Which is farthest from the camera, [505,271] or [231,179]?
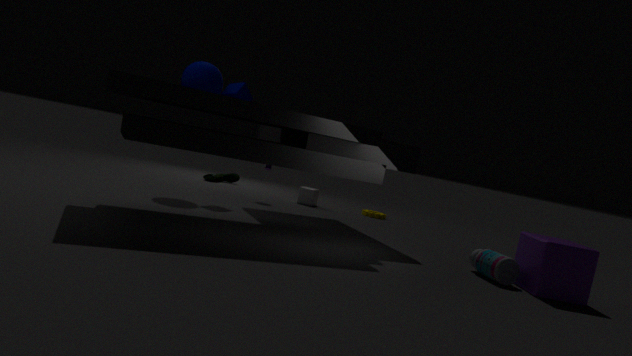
[231,179]
